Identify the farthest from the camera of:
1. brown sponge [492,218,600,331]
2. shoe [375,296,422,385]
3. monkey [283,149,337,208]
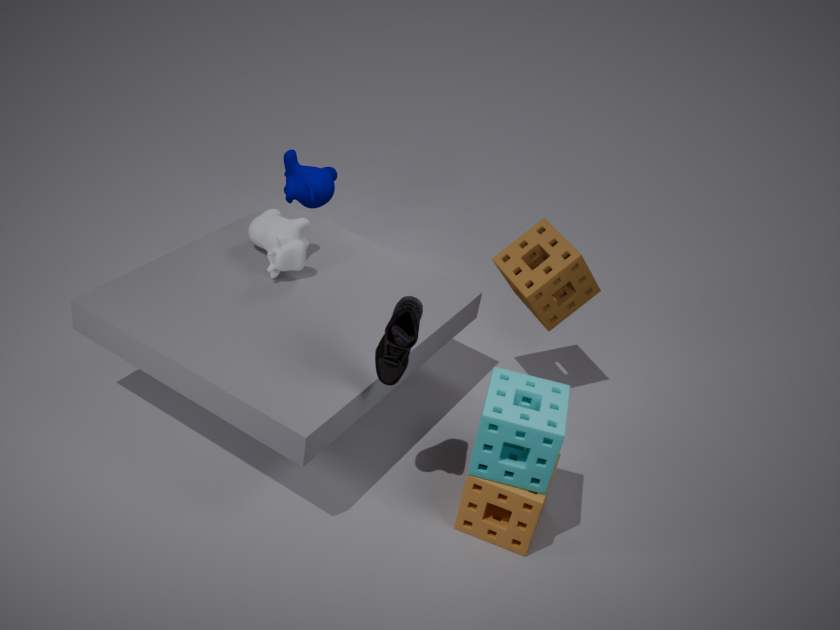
monkey [283,149,337,208]
